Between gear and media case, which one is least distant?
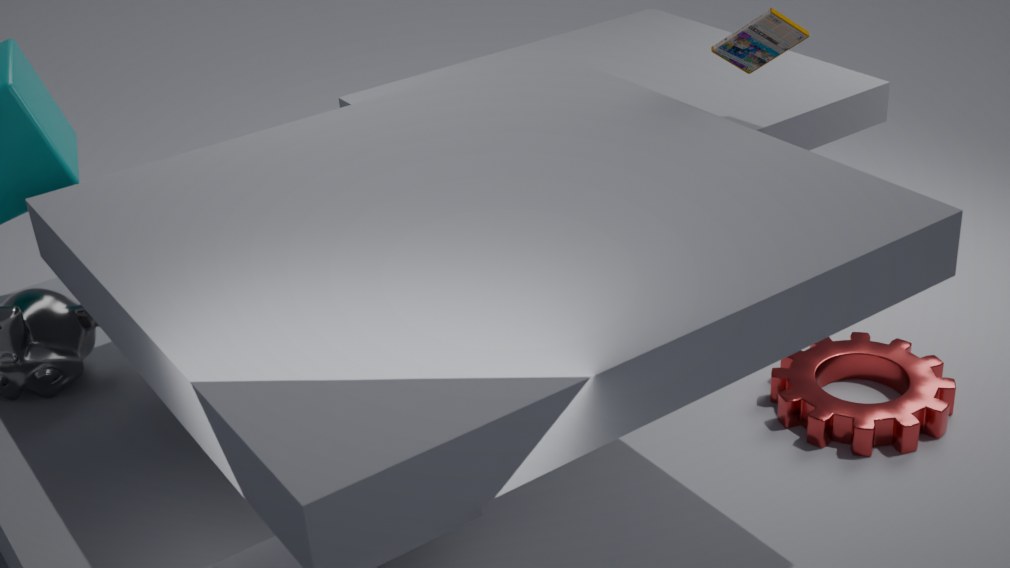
media case
